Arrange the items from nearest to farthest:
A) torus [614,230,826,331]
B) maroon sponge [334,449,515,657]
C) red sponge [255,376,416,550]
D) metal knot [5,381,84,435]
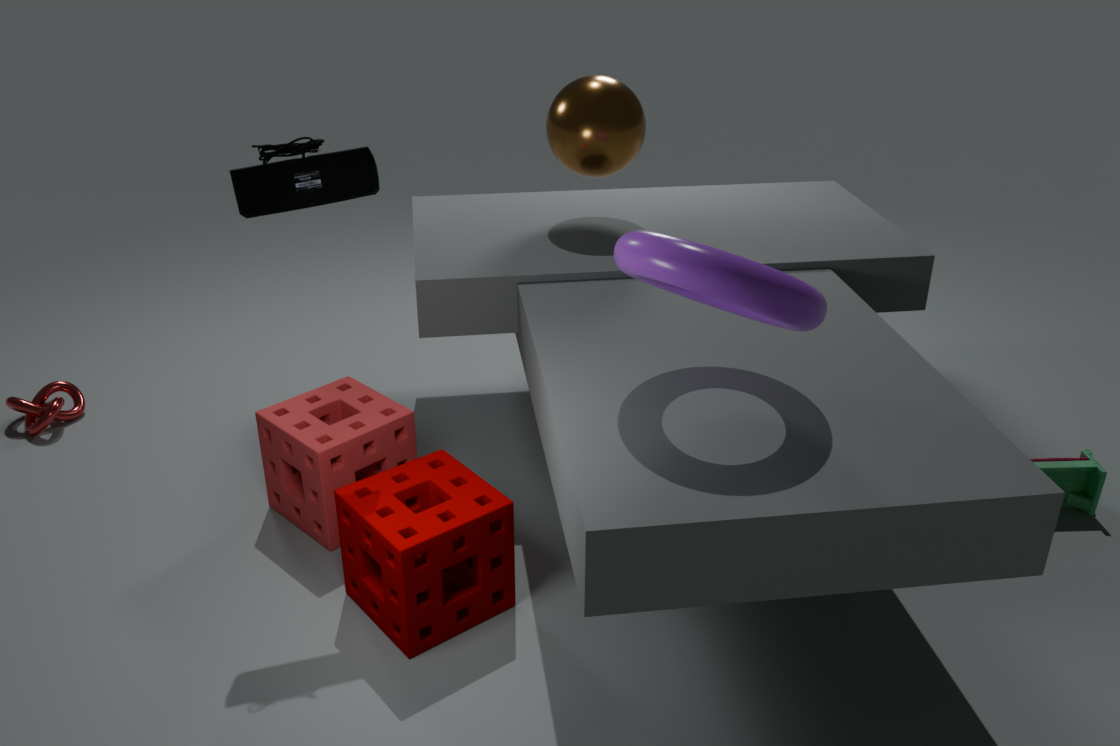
A. torus [614,230,826,331], B. maroon sponge [334,449,515,657], C. red sponge [255,376,416,550], D. metal knot [5,381,84,435]
